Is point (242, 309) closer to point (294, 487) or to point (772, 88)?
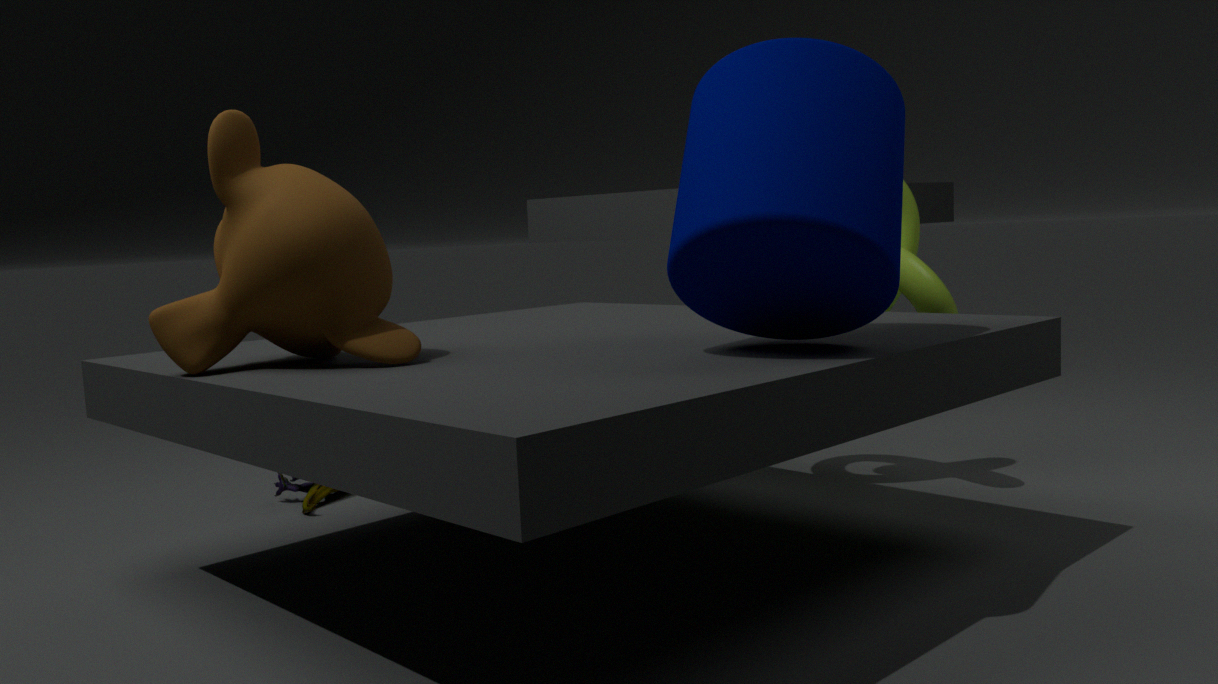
point (772, 88)
